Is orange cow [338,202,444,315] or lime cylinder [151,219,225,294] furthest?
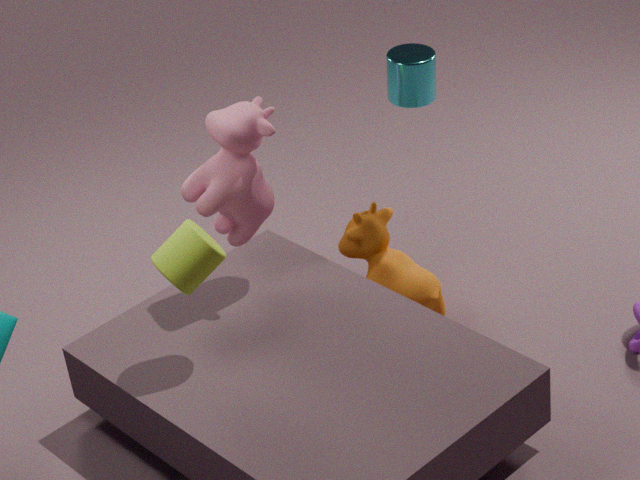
orange cow [338,202,444,315]
